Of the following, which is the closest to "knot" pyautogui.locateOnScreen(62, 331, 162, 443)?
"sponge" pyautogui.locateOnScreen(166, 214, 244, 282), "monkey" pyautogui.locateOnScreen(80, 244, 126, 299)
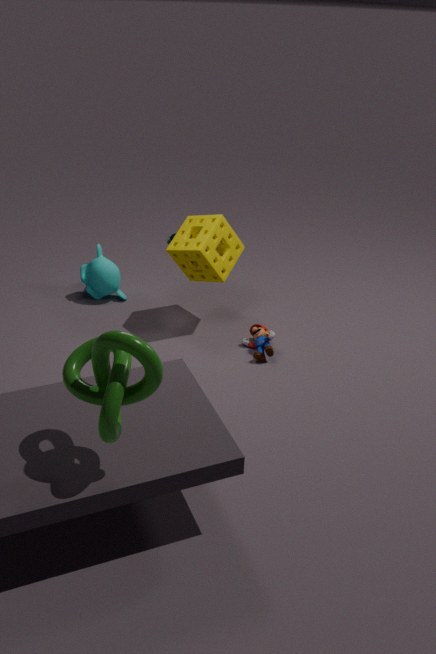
"sponge" pyautogui.locateOnScreen(166, 214, 244, 282)
